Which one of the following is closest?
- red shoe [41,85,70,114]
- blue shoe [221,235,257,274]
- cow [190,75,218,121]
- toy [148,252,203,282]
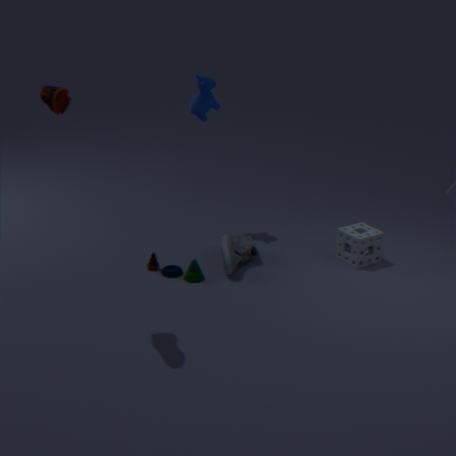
red shoe [41,85,70,114]
